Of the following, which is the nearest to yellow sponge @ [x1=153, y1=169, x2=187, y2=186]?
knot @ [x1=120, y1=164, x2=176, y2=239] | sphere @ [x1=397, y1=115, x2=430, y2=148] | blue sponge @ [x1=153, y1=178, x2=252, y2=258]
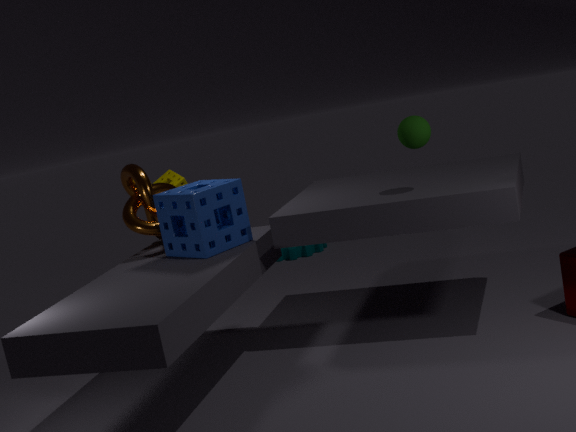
knot @ [x1=120, y1=164, x2=176, y2=239]
